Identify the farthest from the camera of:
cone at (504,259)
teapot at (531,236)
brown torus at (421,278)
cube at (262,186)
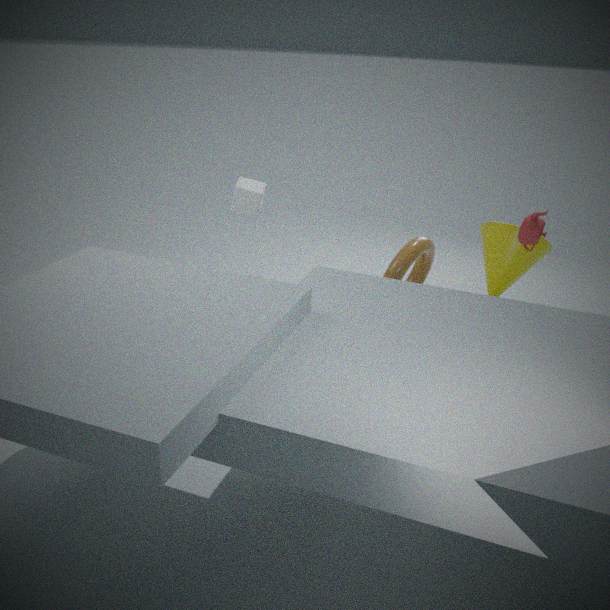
cube at (262,186)
